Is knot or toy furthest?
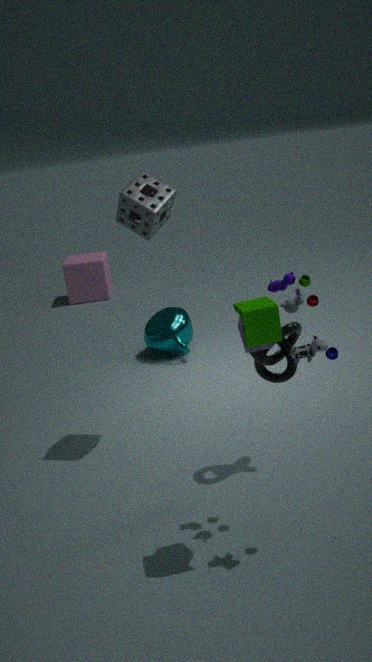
knot
